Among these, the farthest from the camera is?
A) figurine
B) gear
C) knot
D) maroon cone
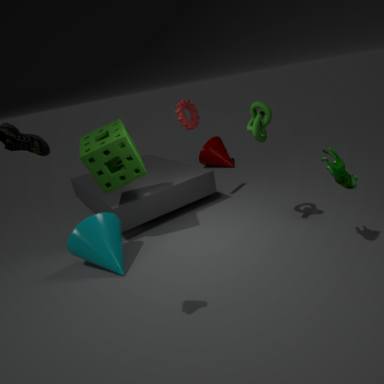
maroon cone
